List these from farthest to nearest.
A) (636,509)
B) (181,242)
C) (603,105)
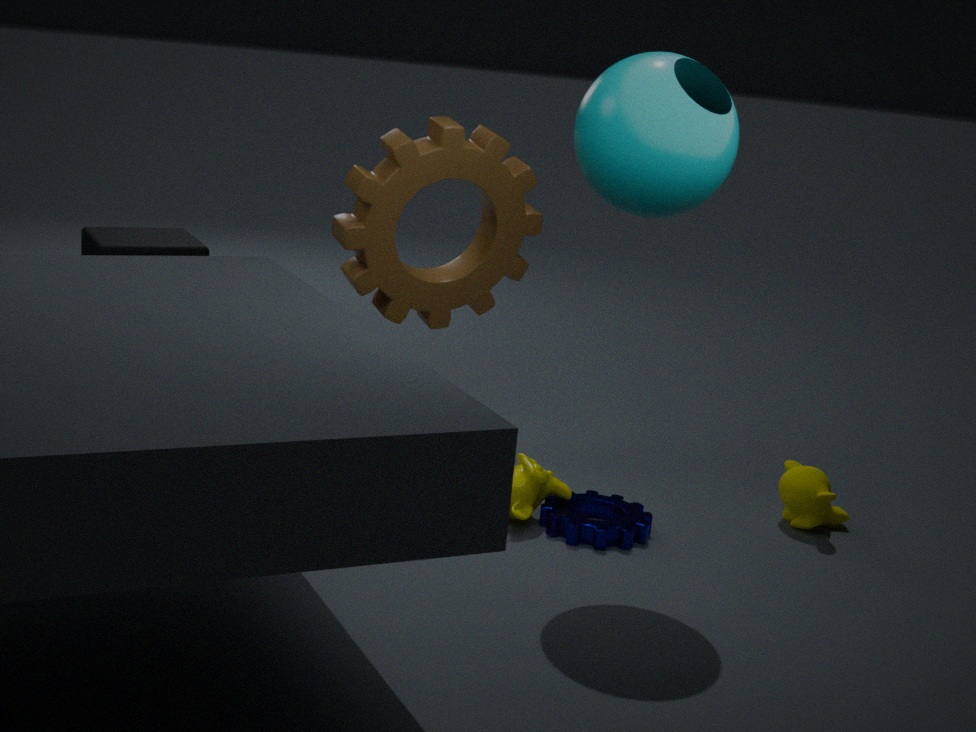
1. (181,242)
2. (636,509)
3. (603,105)
